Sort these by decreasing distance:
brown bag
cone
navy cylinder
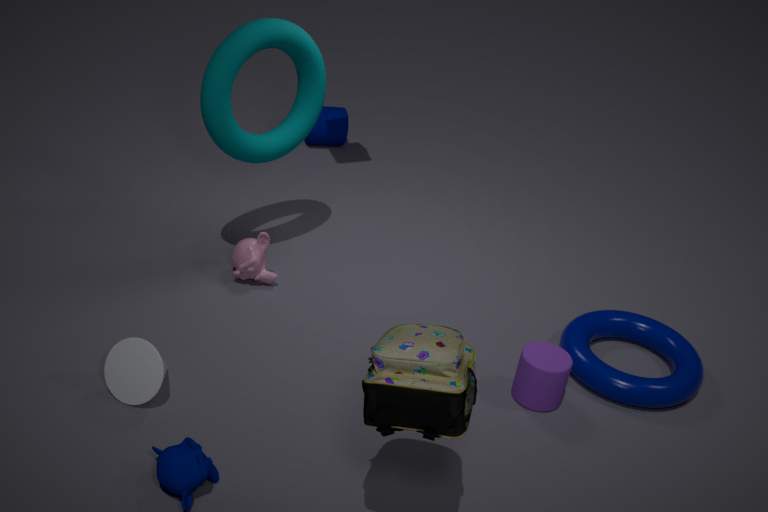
navy cylinder → cone → brown bag
